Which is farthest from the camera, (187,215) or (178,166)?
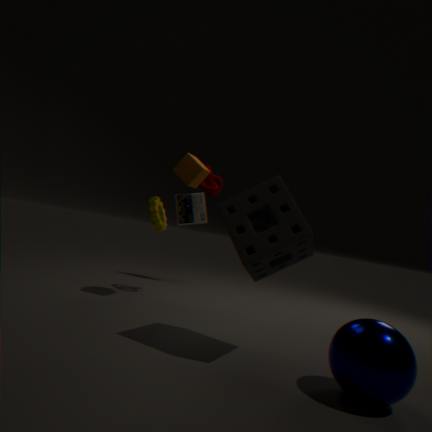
(187,215)
